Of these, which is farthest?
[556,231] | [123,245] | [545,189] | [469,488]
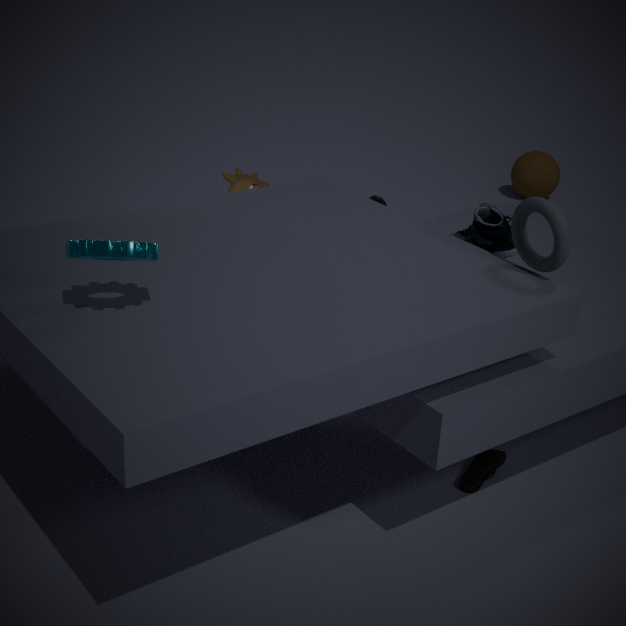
[545,189]
